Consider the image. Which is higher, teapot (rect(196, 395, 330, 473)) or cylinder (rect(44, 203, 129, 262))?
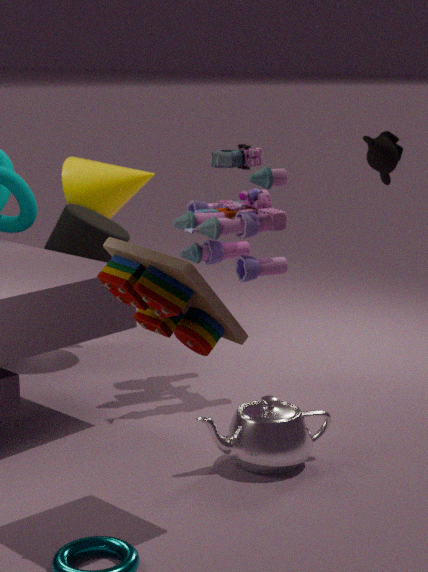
cylinder (rect(44, 203, 129, 262))
